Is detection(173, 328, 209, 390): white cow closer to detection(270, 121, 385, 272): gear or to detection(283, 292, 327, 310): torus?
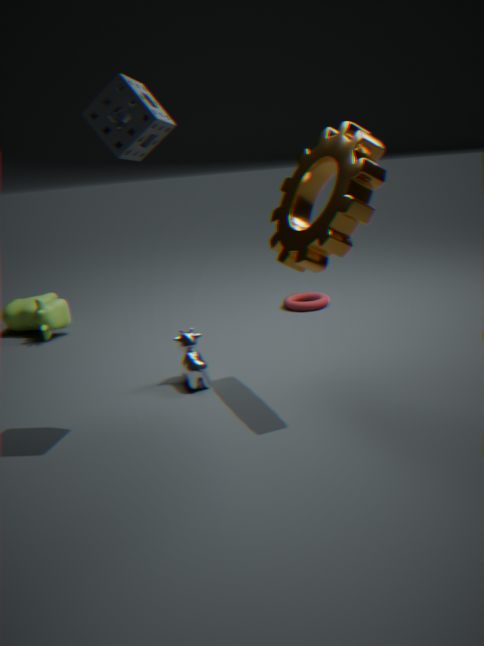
detection(270, 121, 385, 272): gear
